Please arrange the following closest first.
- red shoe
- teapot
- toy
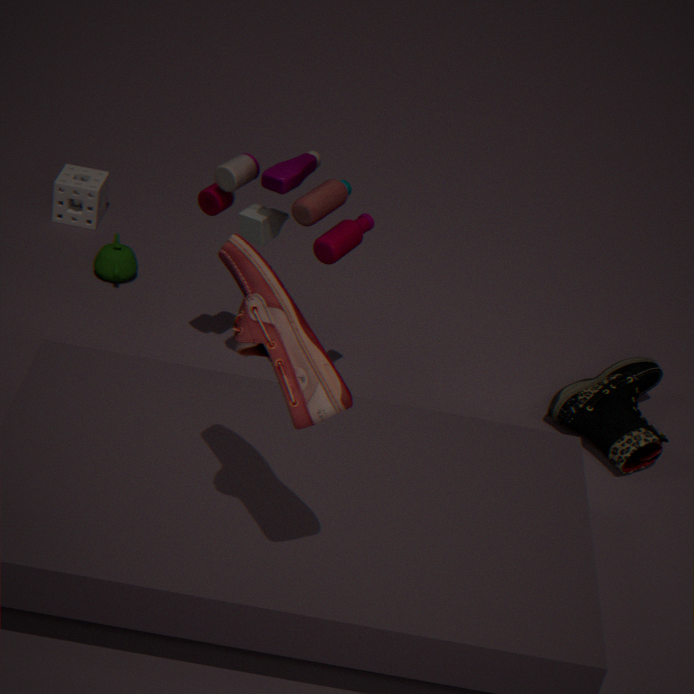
red shoe
toy
teapot
